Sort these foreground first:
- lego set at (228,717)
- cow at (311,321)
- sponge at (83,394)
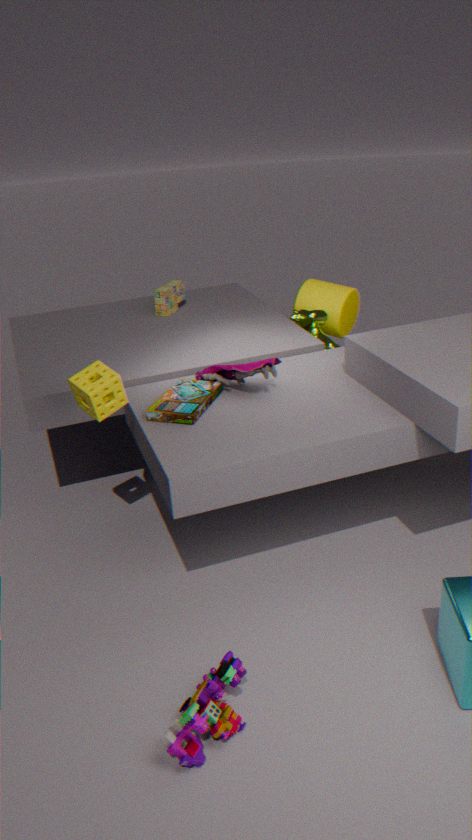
lego set at (228,717)
sponge at (83,394)
cow at (311,321)
